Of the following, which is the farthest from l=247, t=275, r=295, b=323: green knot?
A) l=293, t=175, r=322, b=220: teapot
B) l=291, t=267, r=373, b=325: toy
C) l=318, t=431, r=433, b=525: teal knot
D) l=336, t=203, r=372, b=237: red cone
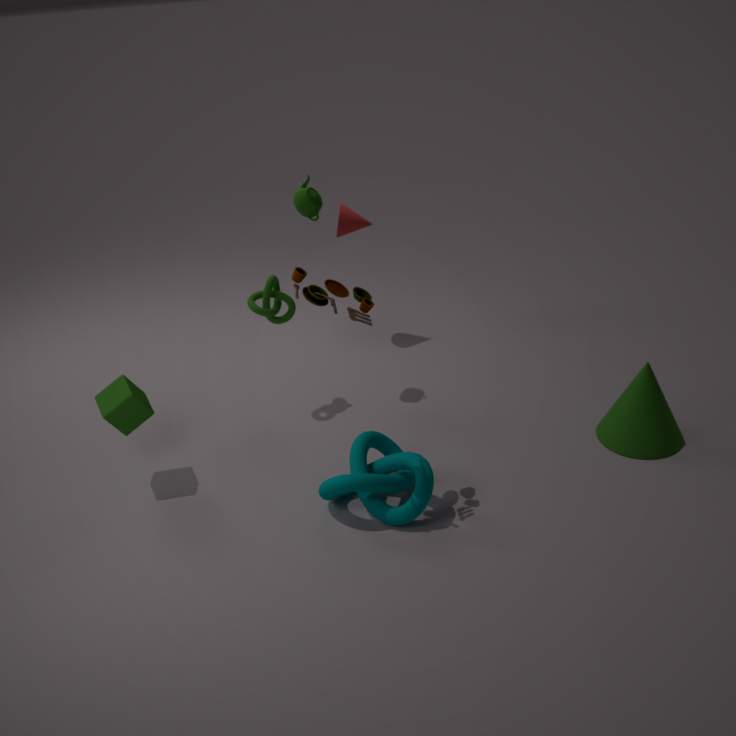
l=318, t=431, r=433, b=525: teal knot
